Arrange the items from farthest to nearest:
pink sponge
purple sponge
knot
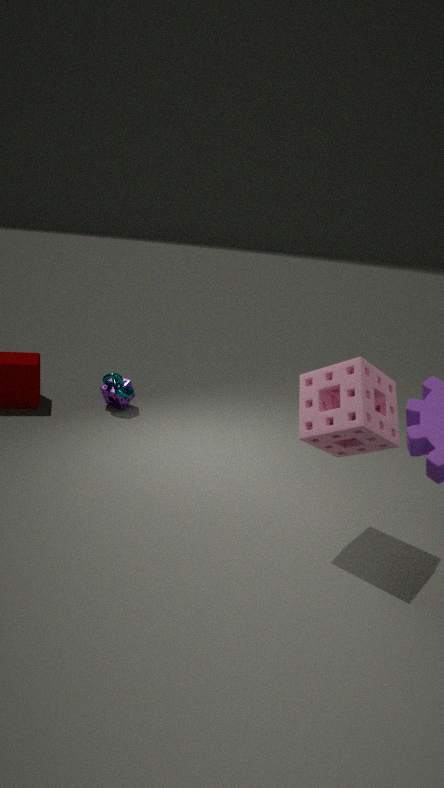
purple sponge, knot, pink sponge
